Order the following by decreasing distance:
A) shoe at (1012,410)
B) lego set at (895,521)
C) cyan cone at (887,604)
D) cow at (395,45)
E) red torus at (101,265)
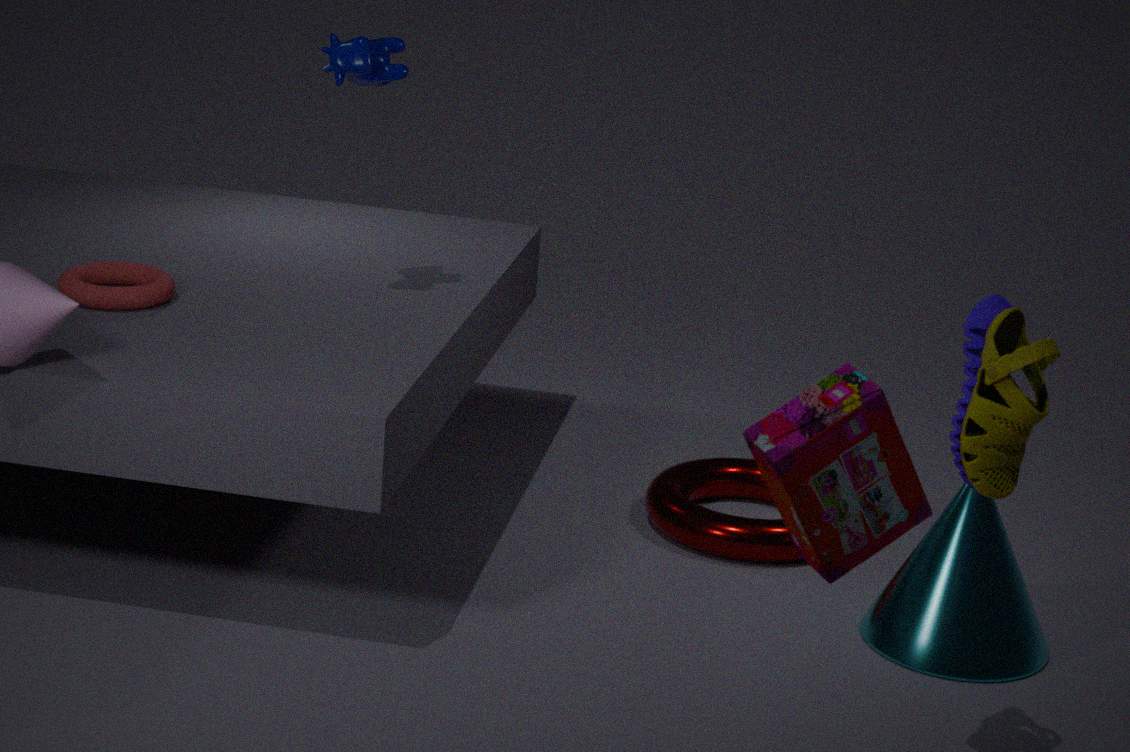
red torus at (101,265) < cow at (395,45) < cyan cone at (887,604) < shoe at (1012,410) < lego set at (895,521)
